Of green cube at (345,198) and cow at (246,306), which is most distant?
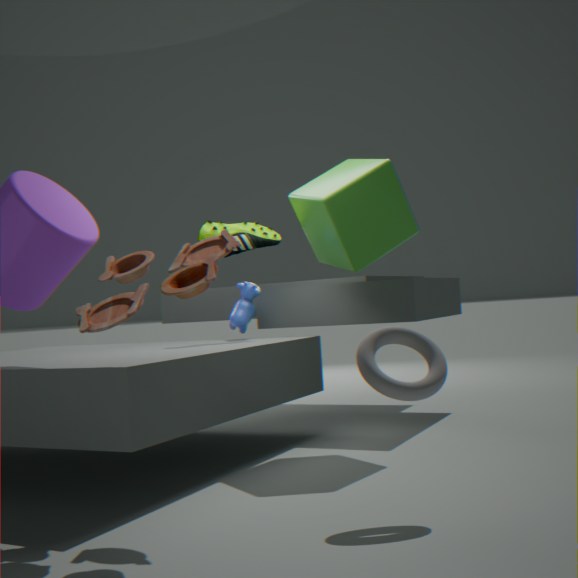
cow at (246,306)
